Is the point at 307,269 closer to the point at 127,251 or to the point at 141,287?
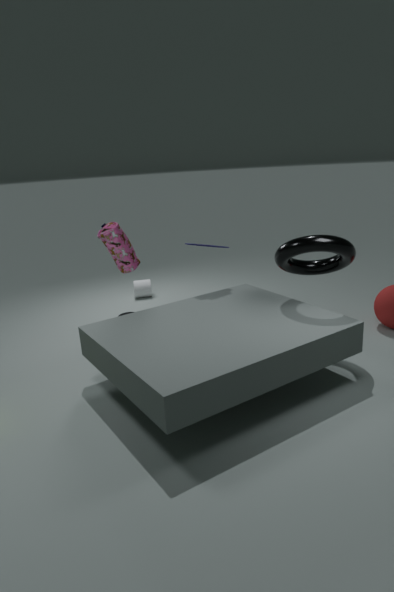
the point at 127,251
